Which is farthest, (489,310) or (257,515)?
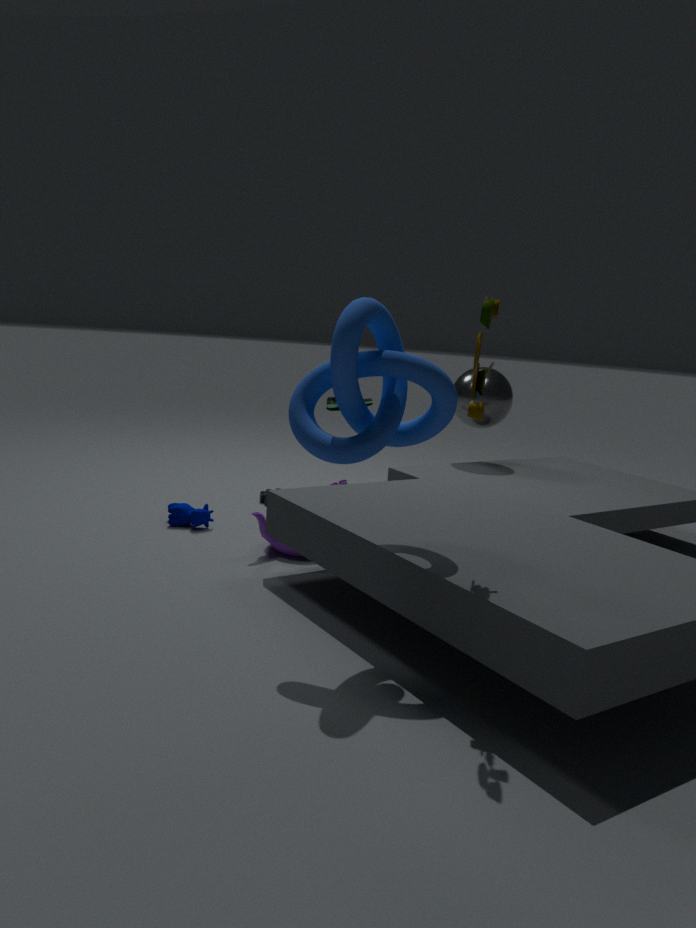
(257,515)
